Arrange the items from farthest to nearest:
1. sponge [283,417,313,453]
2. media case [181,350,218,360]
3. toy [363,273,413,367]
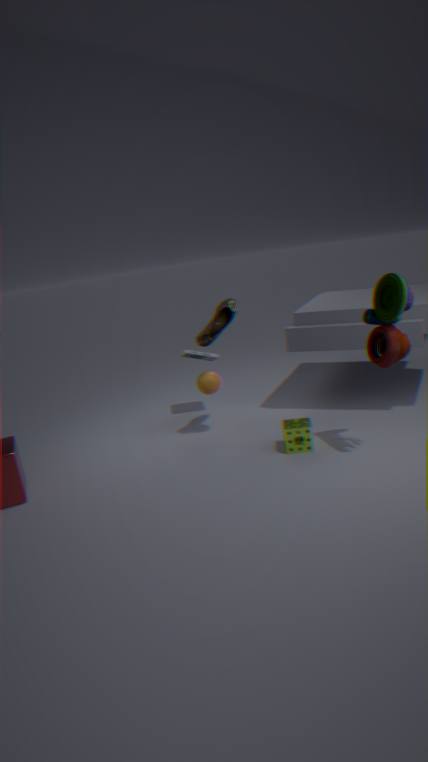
media case [181,350,218,360]
sponge [283,417,313,453]
toy [363,273,413,367]
